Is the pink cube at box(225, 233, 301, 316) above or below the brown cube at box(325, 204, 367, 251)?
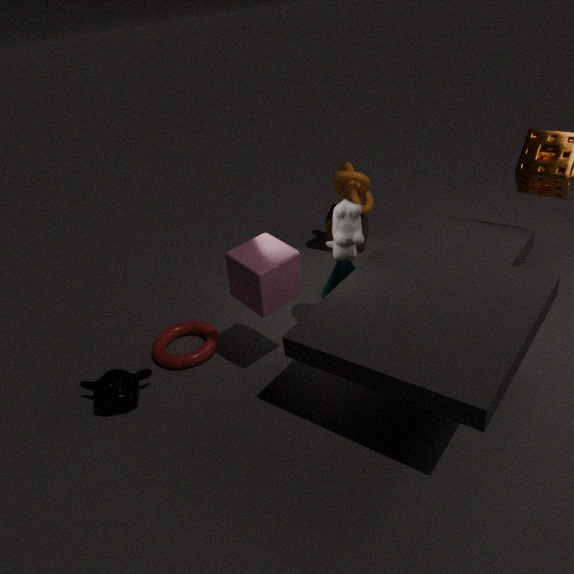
above
